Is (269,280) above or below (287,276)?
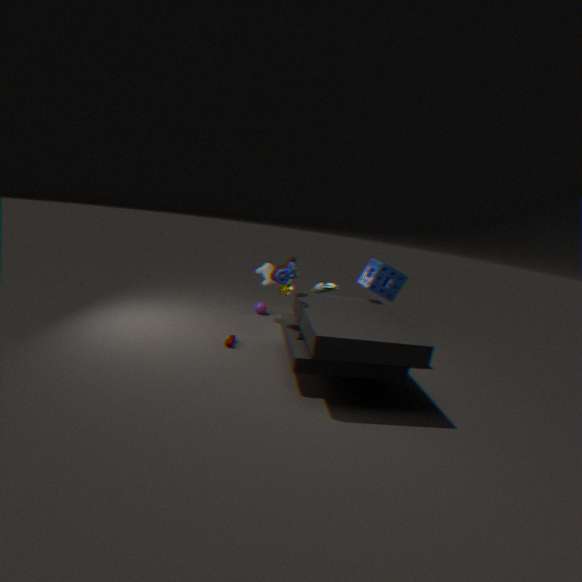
below
